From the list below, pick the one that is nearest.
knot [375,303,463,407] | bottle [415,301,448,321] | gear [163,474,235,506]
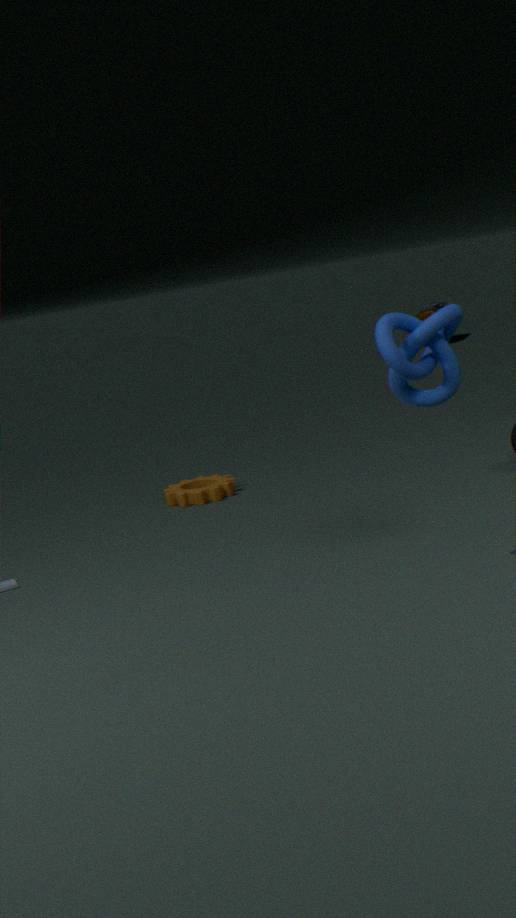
knot [375,303,463,407]
